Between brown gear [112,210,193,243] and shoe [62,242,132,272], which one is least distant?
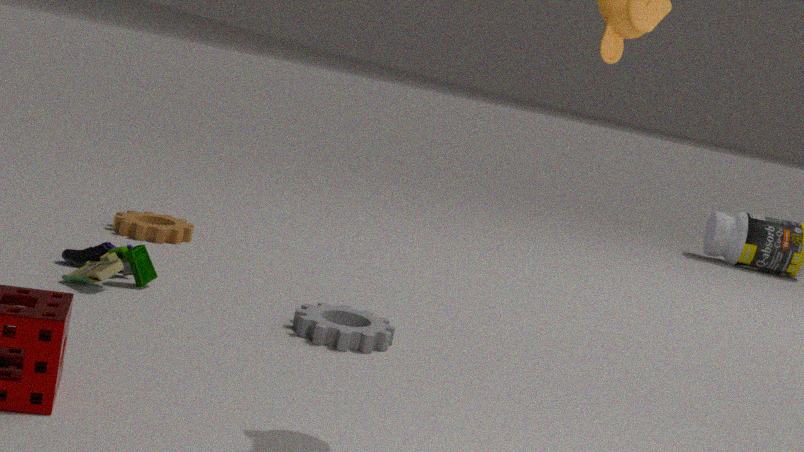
shoe [62,242,132,272]
